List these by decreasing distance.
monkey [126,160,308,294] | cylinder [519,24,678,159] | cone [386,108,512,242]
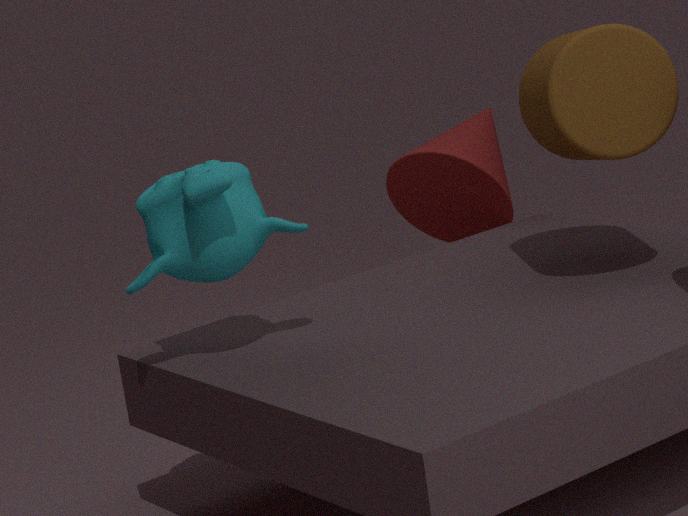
cone [386,108,512,242] → cylinder [519,24,678,159] → monkey [126,160,308,294]
